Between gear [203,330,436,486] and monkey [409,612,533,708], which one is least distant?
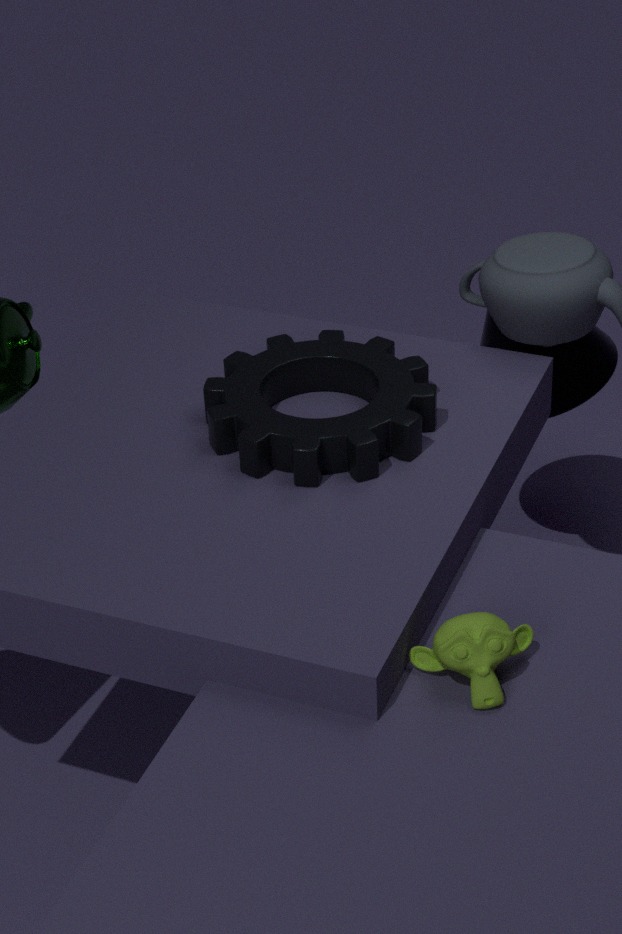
monkey [409,612,533,708]
